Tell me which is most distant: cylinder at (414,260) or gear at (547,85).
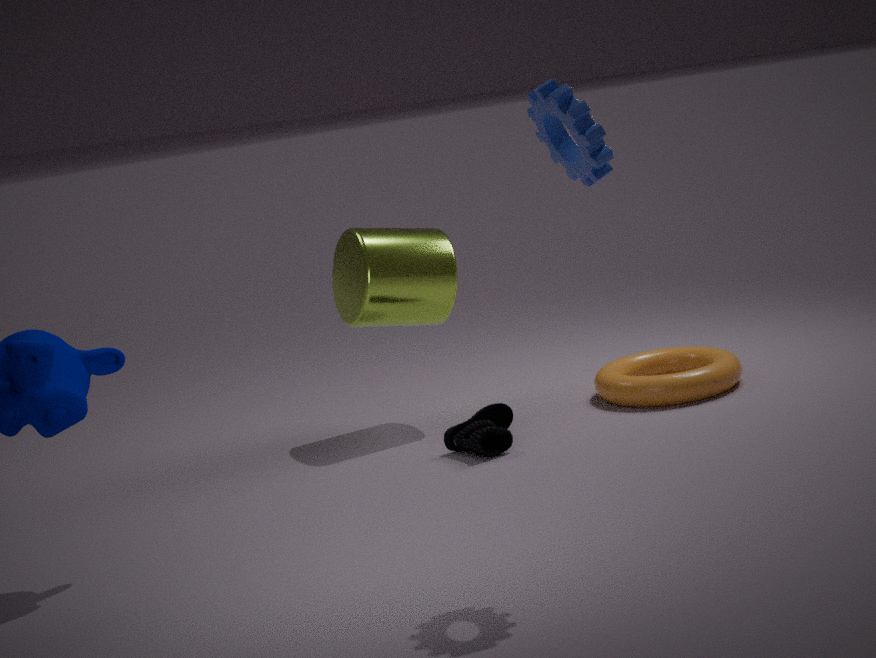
cylinder at (414,260)
